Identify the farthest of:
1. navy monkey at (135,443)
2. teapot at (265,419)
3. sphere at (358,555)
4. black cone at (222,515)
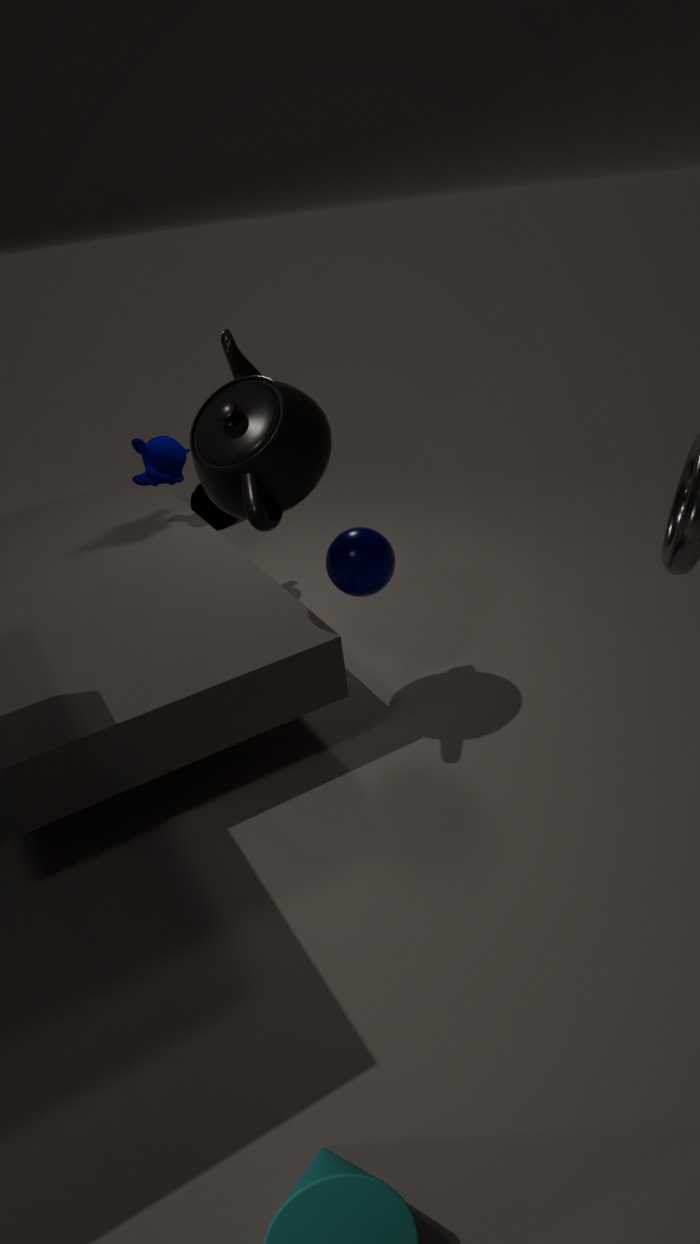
black cone at (222,515)
